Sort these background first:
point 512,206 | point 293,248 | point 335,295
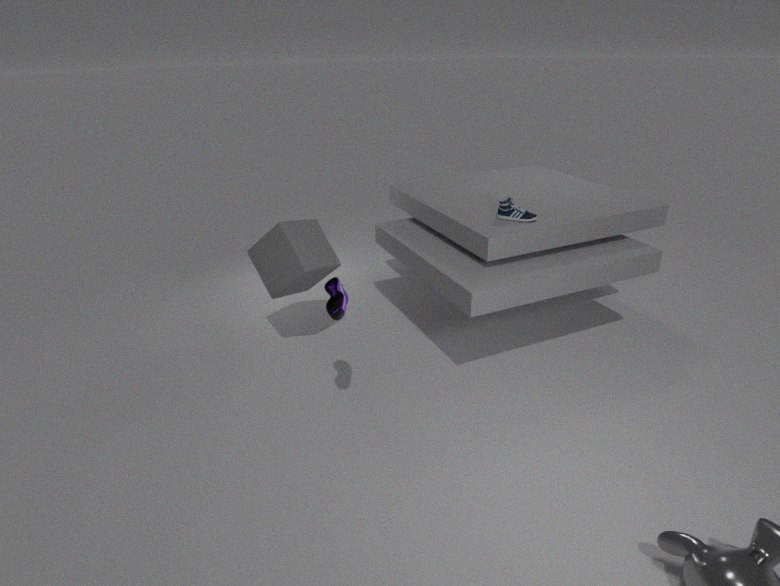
point 512,206
point 293,248
point 335,295
